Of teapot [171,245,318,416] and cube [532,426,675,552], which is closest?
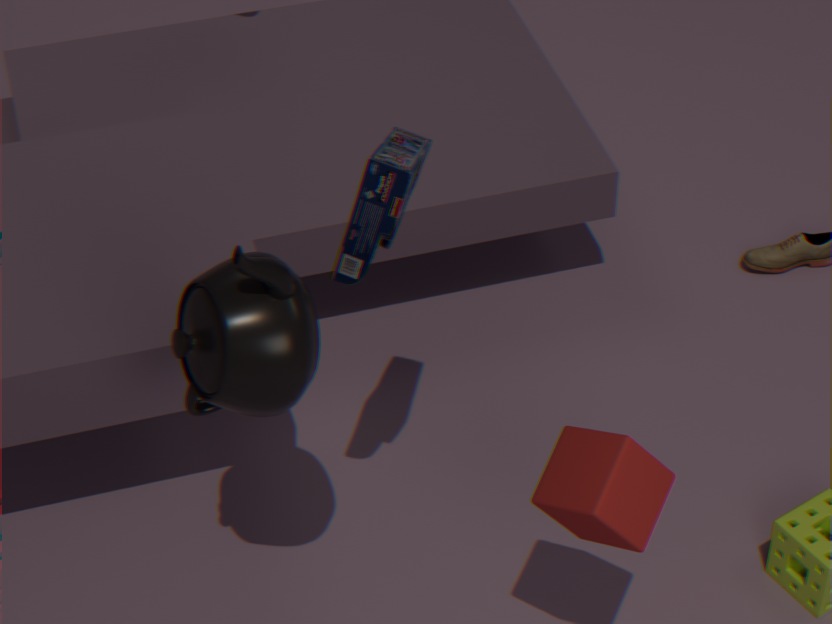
teapot [171,245,318,416]
